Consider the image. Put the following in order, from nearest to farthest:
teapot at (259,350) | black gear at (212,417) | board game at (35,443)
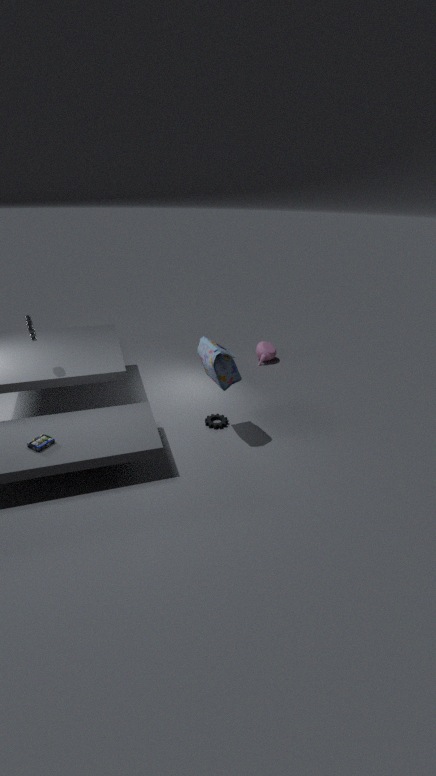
board game at (35,443)
black gear at (212,417)
teapot at (259,350)
